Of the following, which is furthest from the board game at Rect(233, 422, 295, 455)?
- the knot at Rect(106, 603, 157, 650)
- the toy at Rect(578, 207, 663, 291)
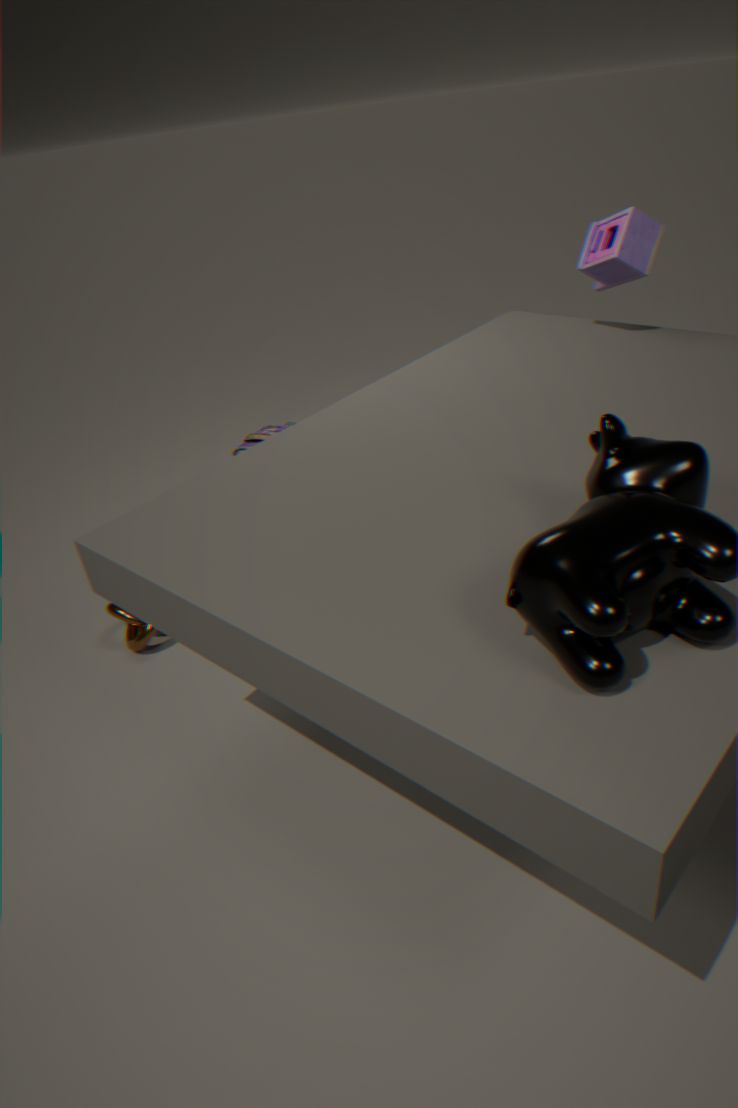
the toy at Rect(578, 207, 663, 291)
